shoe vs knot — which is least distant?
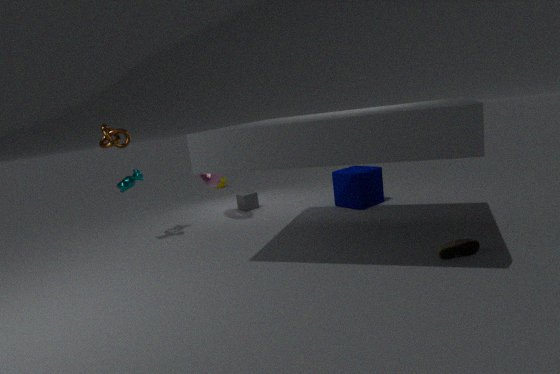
shoe
